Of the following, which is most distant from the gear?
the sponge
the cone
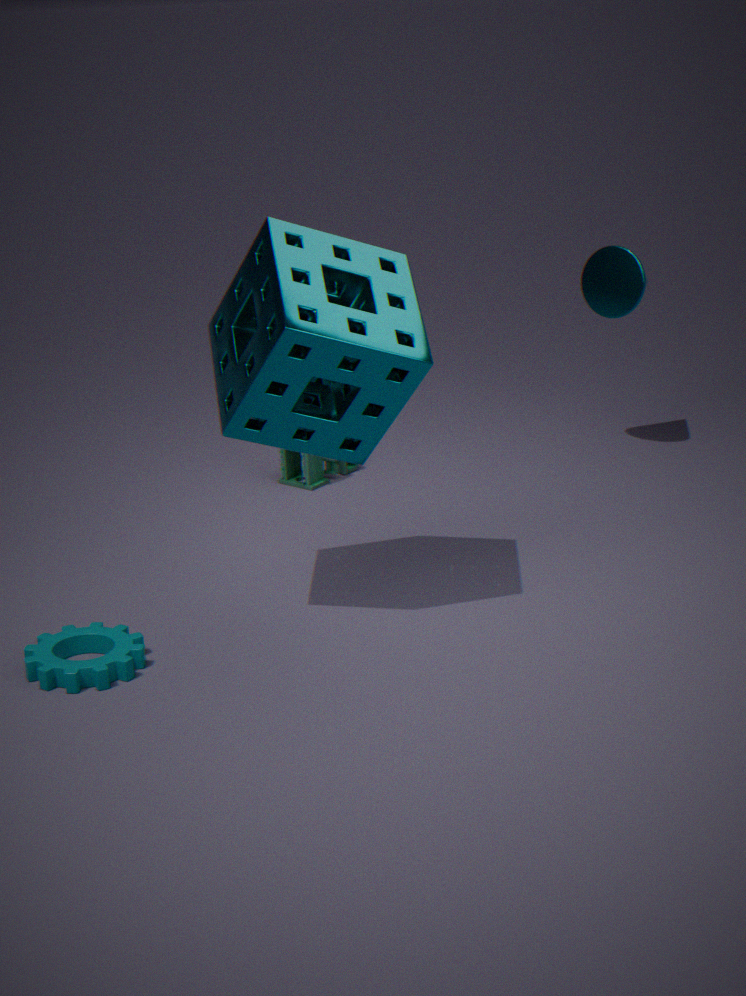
the cone
